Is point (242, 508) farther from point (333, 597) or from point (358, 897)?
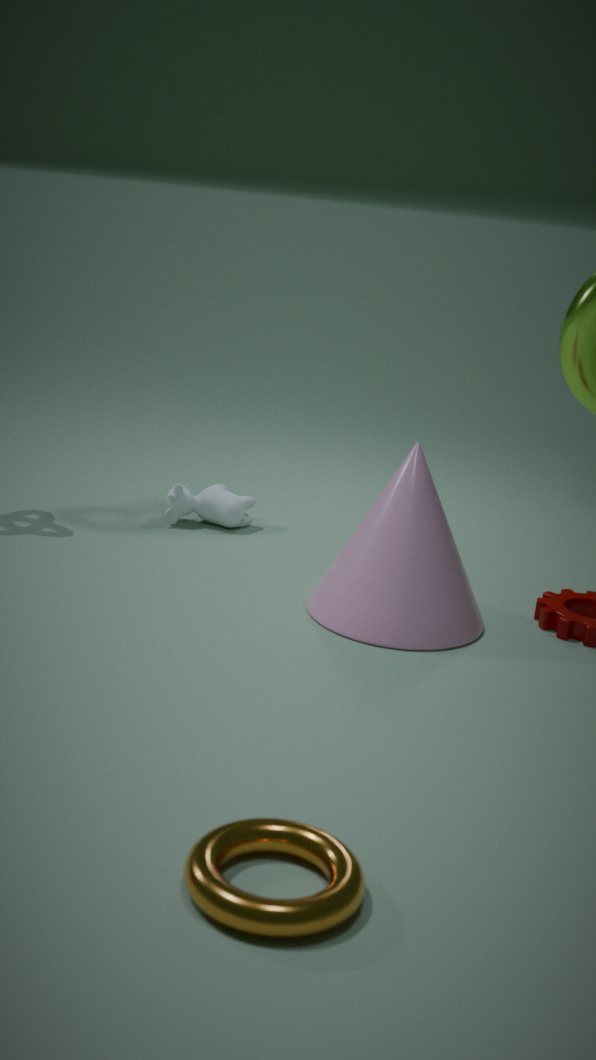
point (358, 897)
